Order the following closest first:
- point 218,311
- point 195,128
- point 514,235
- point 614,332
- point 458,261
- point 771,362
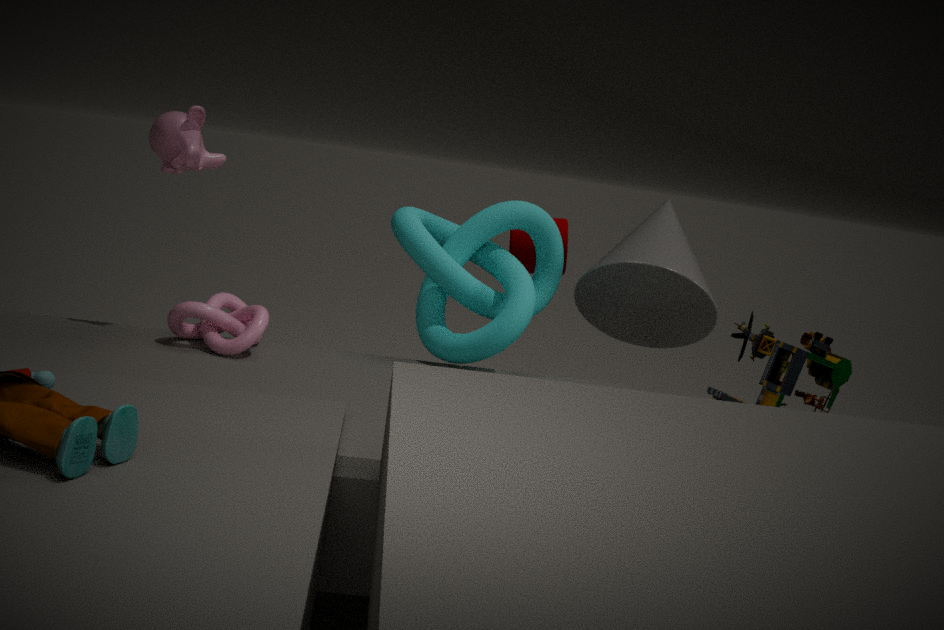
point 771,362 < point 195,128 < point 218,311 < point 458,261 < point 514,235 < point 614,332
